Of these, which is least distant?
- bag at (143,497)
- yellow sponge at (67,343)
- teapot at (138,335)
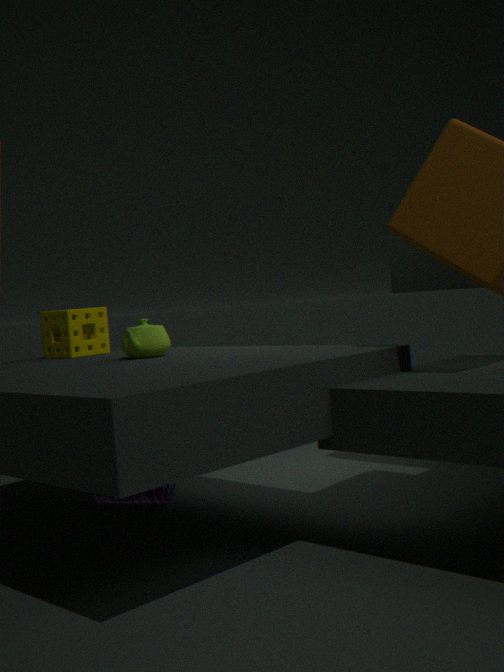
teapot at (138,335)
